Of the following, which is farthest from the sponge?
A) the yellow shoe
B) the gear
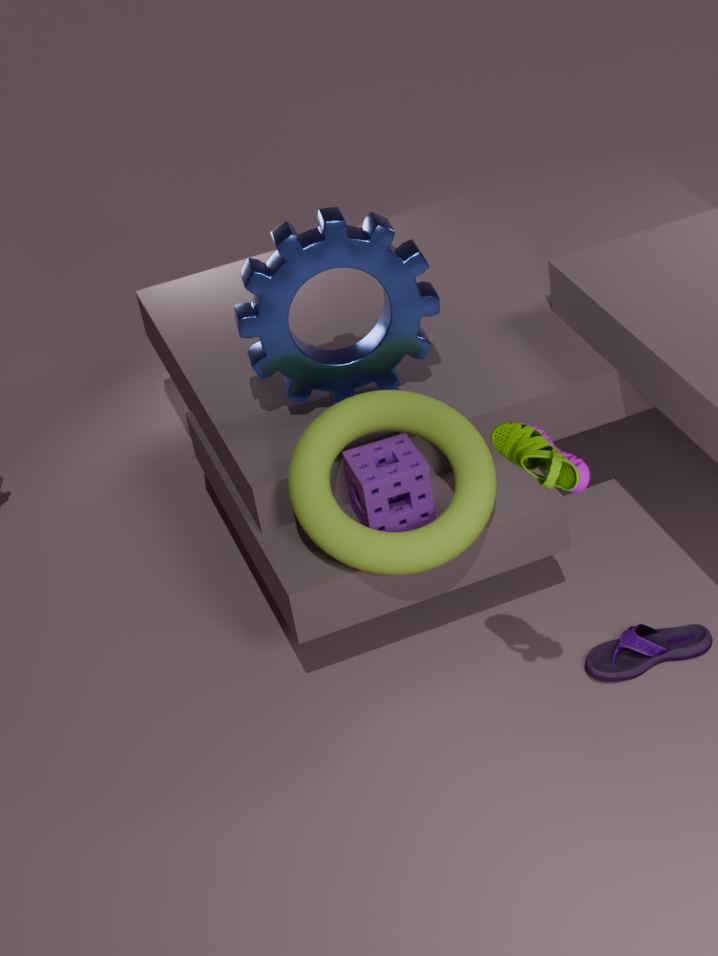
the yellow shoe
